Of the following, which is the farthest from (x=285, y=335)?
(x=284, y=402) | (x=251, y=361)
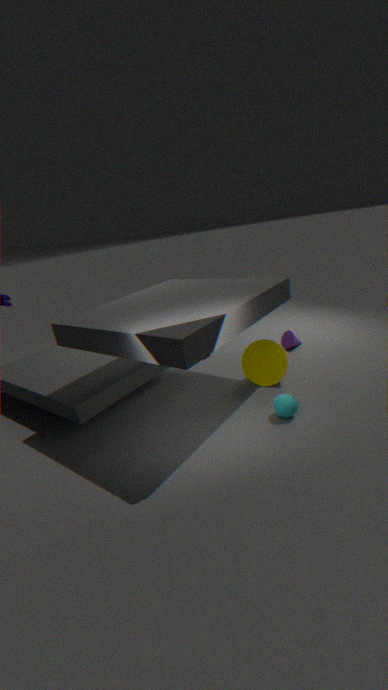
(x=284, y=402)
